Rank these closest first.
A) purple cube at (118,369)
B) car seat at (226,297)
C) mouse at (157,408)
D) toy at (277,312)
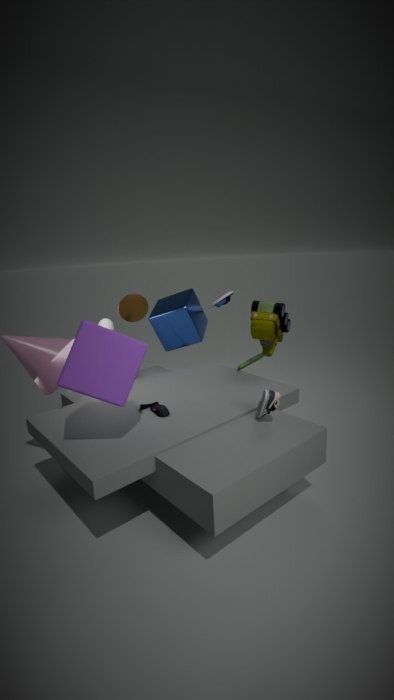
purple cube at (118,369) < mouse at (157,408) < toy at (277,312) < car seat at (226,297)
